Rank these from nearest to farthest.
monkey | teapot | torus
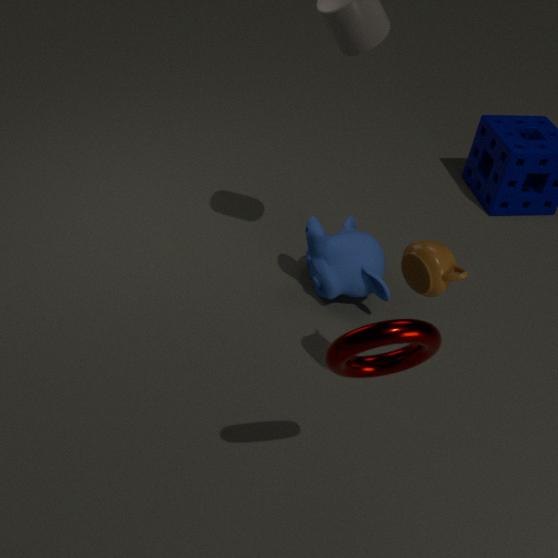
torus < teapot < monkey
